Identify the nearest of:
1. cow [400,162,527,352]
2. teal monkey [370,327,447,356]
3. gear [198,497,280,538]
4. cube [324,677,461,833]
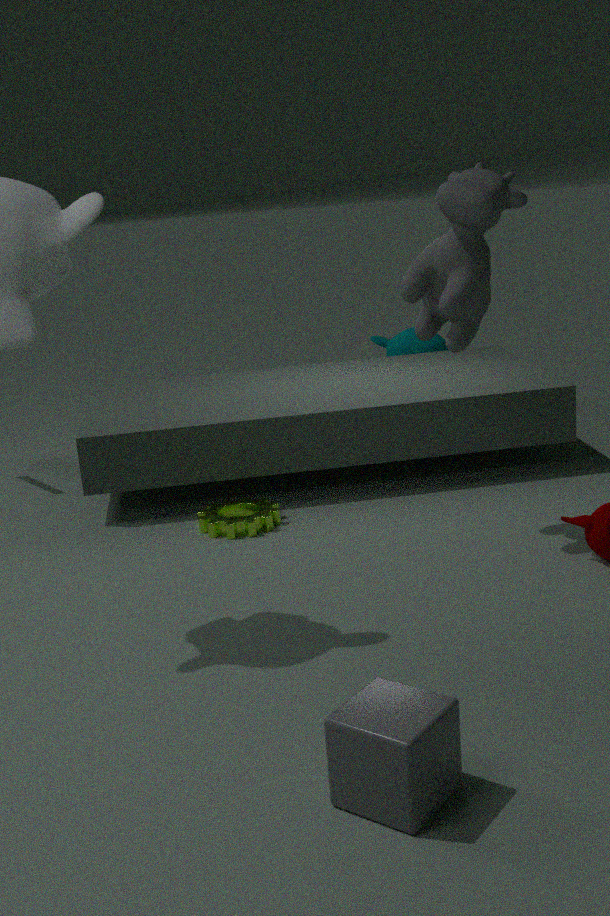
cube [324,677,461,833]
